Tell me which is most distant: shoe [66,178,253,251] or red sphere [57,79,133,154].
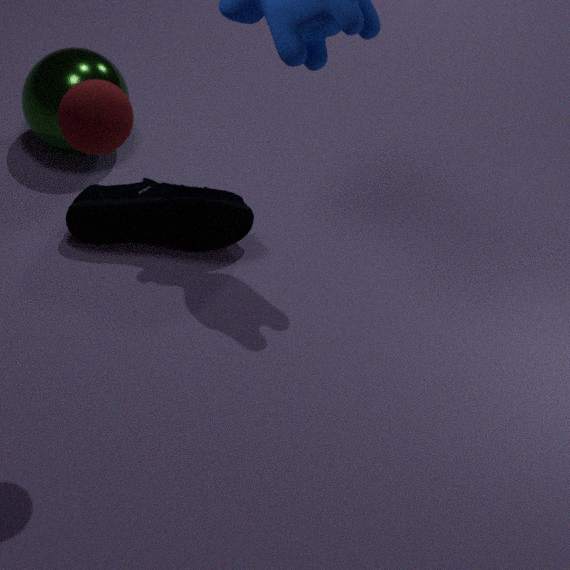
shoe [66,178,253,251]
